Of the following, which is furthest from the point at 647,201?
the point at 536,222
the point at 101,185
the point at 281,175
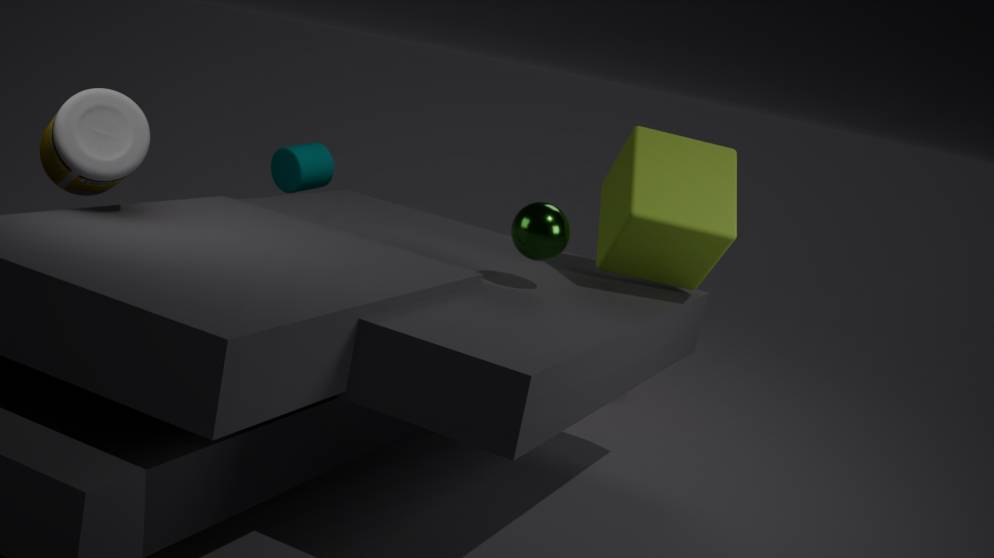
the point at 101,185
